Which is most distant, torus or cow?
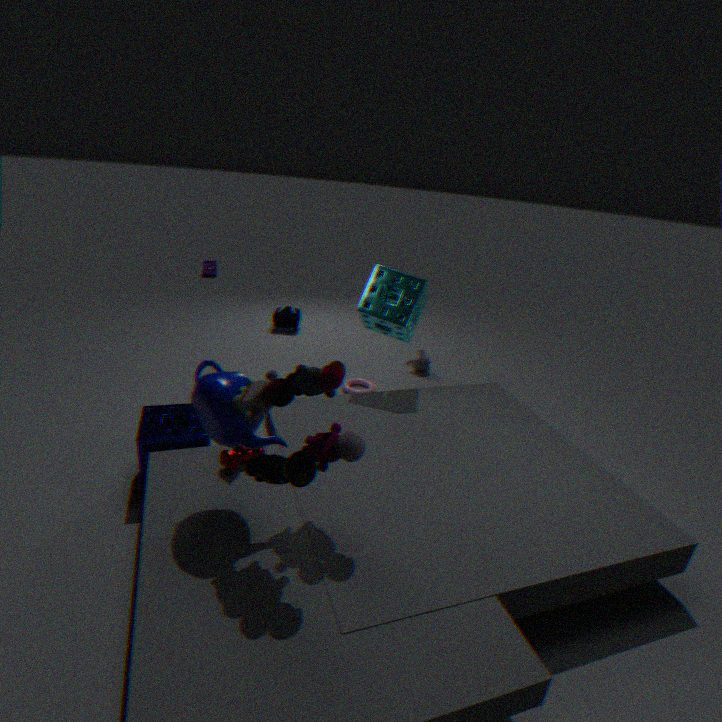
torus
